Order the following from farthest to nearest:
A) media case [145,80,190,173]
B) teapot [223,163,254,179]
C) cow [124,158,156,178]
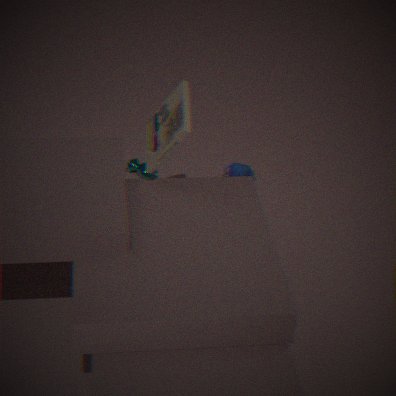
teapot [223,163,254,179] < cow [124,158,156,178] < media case [145,80,190,173]
